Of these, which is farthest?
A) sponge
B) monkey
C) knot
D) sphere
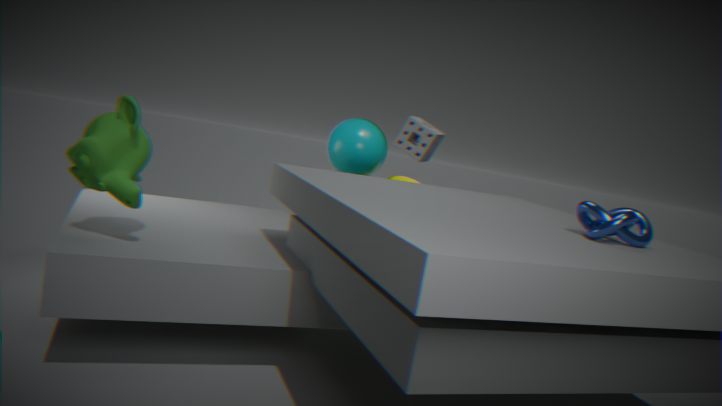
sphere
